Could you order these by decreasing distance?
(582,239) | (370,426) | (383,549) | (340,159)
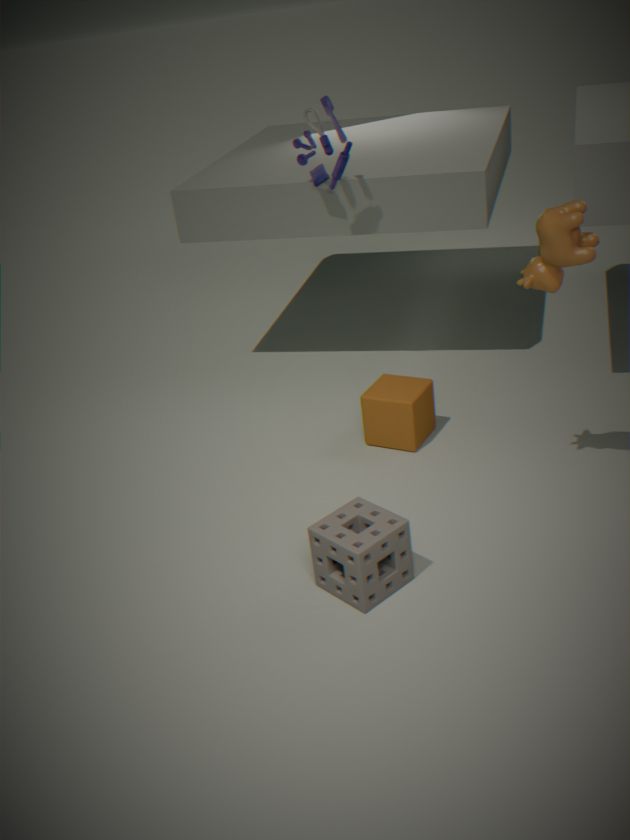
(340,159) < (370,426) < (582,239) < (383,549)
